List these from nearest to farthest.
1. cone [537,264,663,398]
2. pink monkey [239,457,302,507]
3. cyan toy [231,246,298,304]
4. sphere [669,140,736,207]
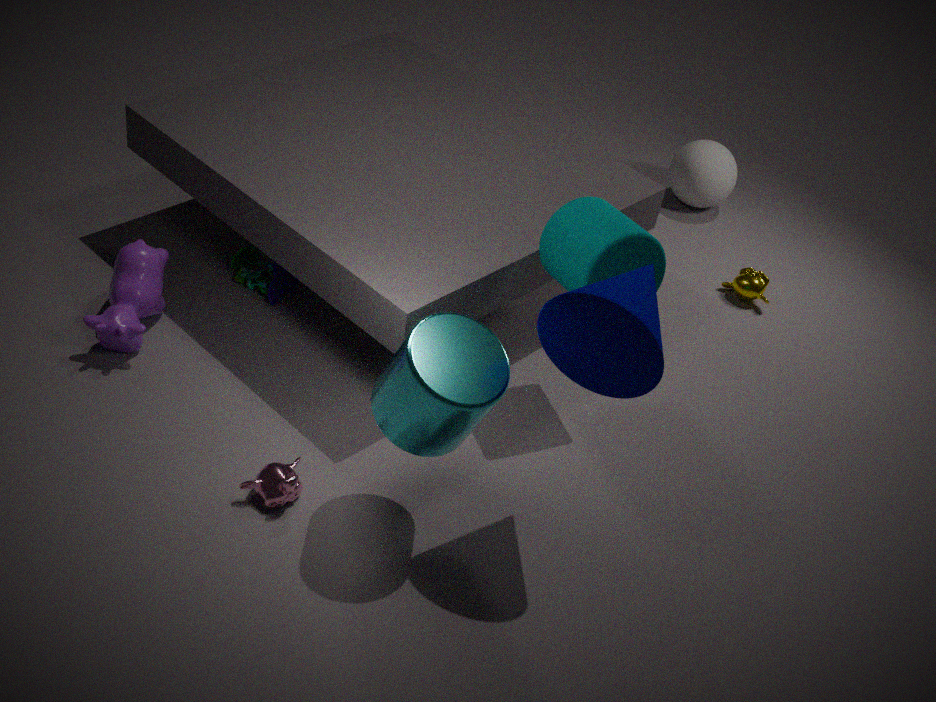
cone [537,264,663,398]
pink monkey [239,457,302,507]
cyan toy [231,246,298,304]
sphere [669,140,736,207]
